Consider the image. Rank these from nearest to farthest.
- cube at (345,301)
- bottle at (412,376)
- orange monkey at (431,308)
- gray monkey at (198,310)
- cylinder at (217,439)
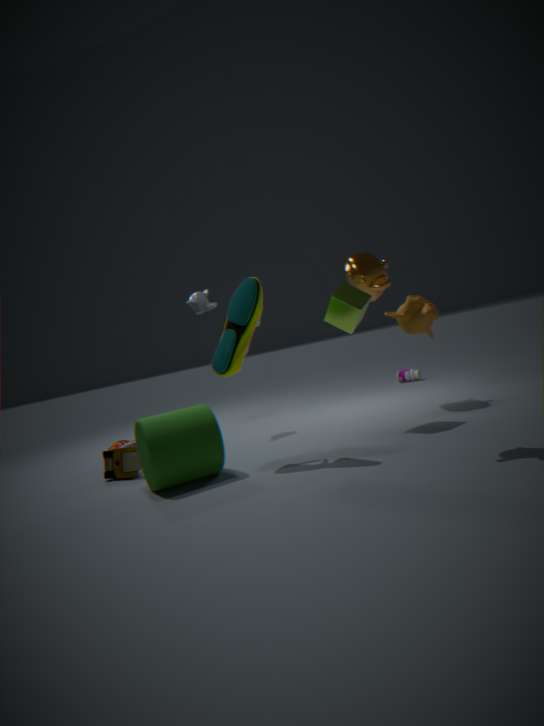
orange monkey at (431,308) < cylinder at (217,439) < cube at (345,301) < gray monkey at (198,310) < bottle at (412,376)
